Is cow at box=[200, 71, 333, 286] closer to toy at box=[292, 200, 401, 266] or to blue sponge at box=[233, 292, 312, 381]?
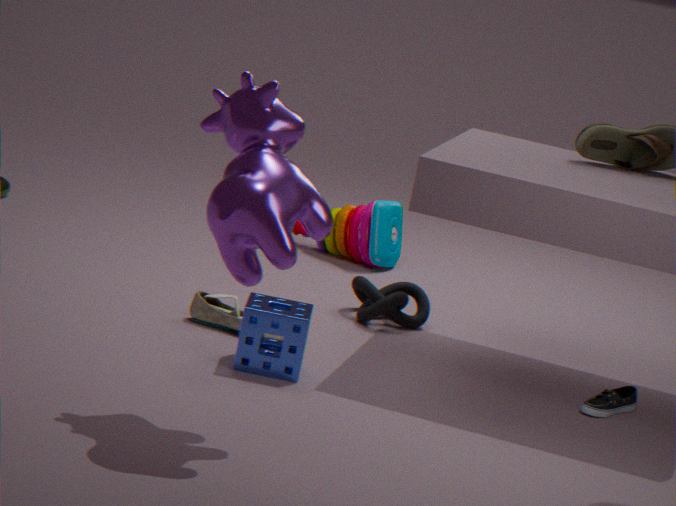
blue sponge at box=[233, 292, 312, 381]
